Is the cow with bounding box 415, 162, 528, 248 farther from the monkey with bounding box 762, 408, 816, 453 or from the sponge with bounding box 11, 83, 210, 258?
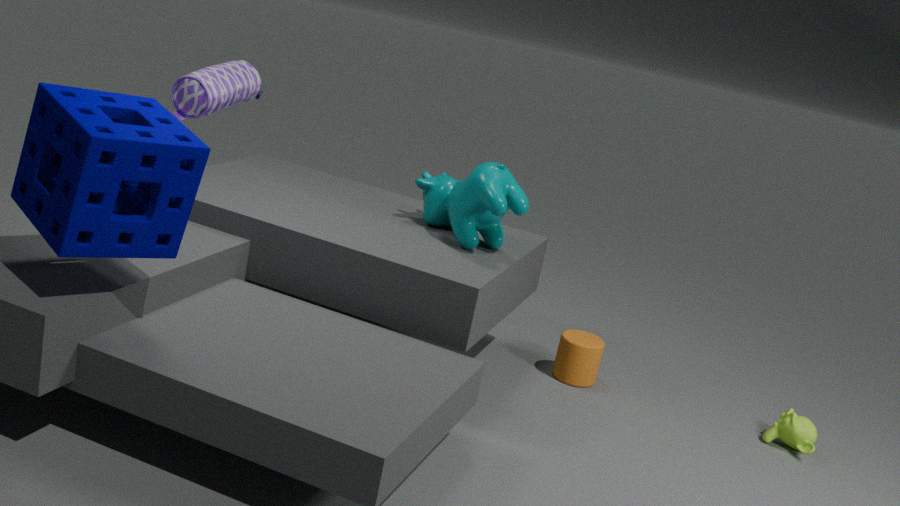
the monkey with bounding box 762, 408, 816, 453
